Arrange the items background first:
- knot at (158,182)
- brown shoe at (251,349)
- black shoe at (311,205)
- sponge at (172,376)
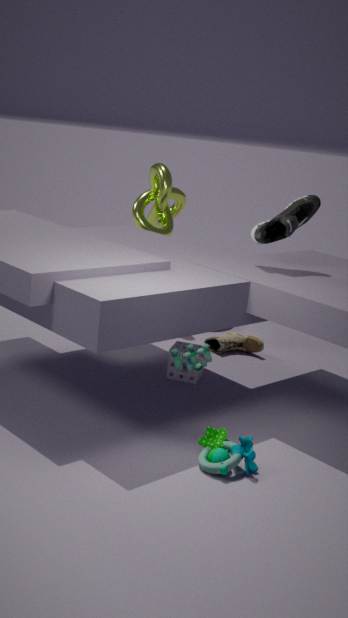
1. knot at (158,182)
2. brown shoe at (251,349)
3. sponge at (172,376)
4. black shoe at (311,205)
